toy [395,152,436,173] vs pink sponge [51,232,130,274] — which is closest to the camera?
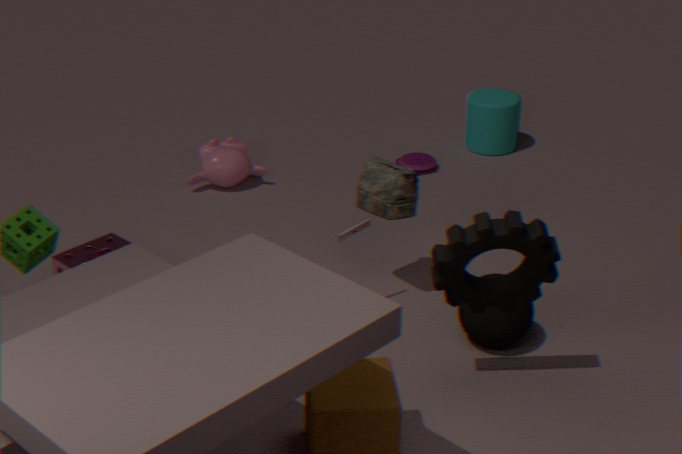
pink sponge [51,232,130,274]
